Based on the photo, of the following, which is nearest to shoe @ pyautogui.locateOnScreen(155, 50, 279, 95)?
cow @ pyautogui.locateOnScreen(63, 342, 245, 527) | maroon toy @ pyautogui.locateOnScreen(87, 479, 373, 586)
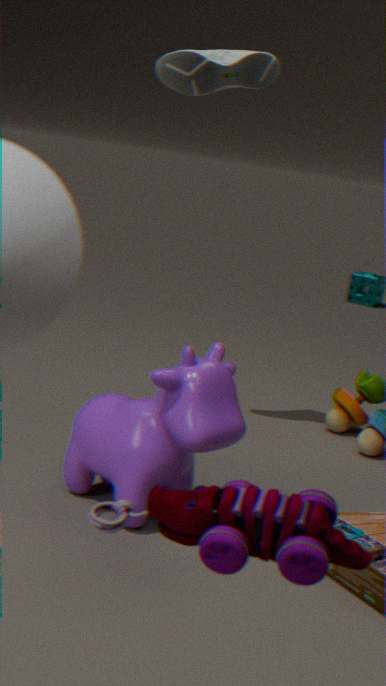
cow @ pyautogui.locateOnScreen(63, 342, 245, 527)
